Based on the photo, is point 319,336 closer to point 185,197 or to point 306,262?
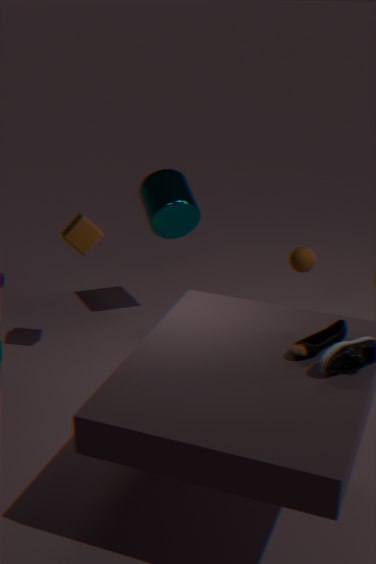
point 306,262
